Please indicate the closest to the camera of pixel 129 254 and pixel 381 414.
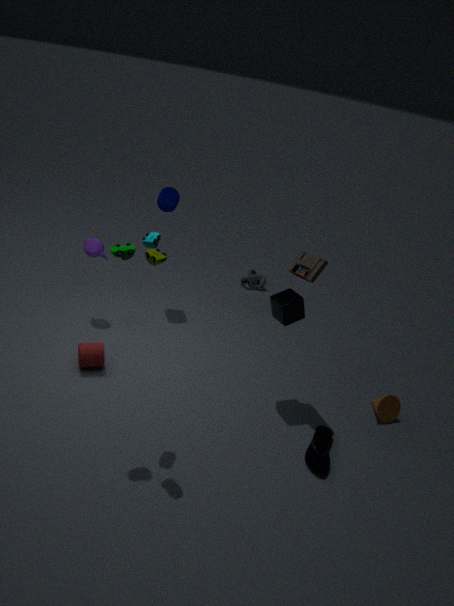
pixel 129 254
